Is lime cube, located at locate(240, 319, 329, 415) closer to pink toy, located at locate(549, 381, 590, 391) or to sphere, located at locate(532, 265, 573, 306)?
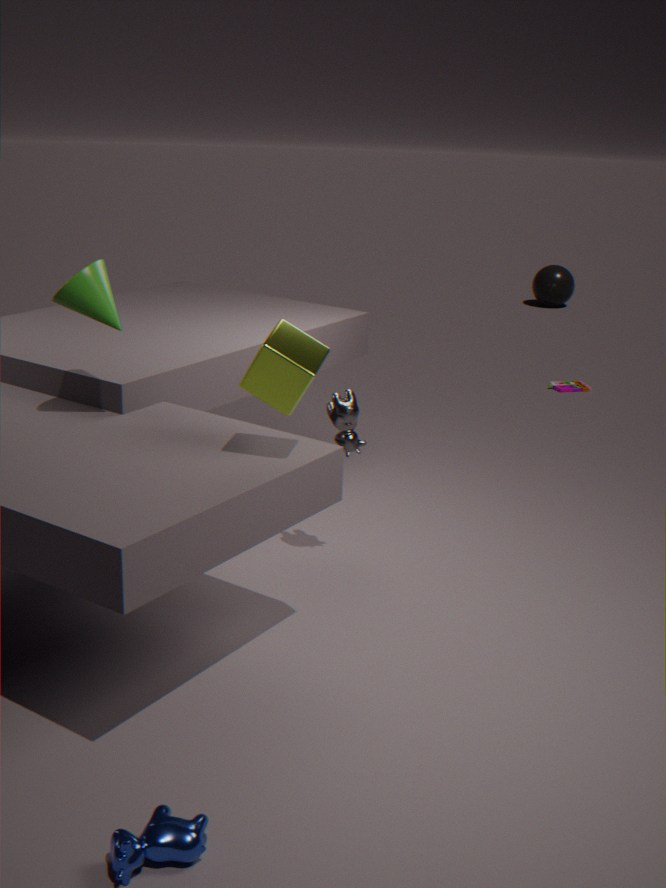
pink toy, located at locate(549, 381, 590, 391)
